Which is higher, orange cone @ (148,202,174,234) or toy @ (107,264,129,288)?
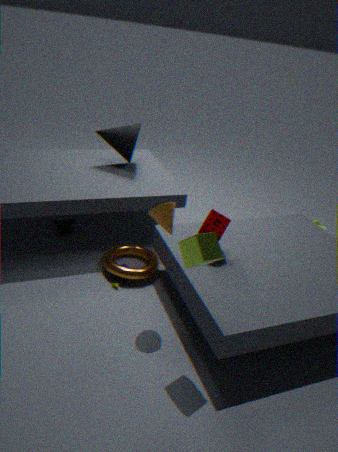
orange cone @ (148,202,174,234)
